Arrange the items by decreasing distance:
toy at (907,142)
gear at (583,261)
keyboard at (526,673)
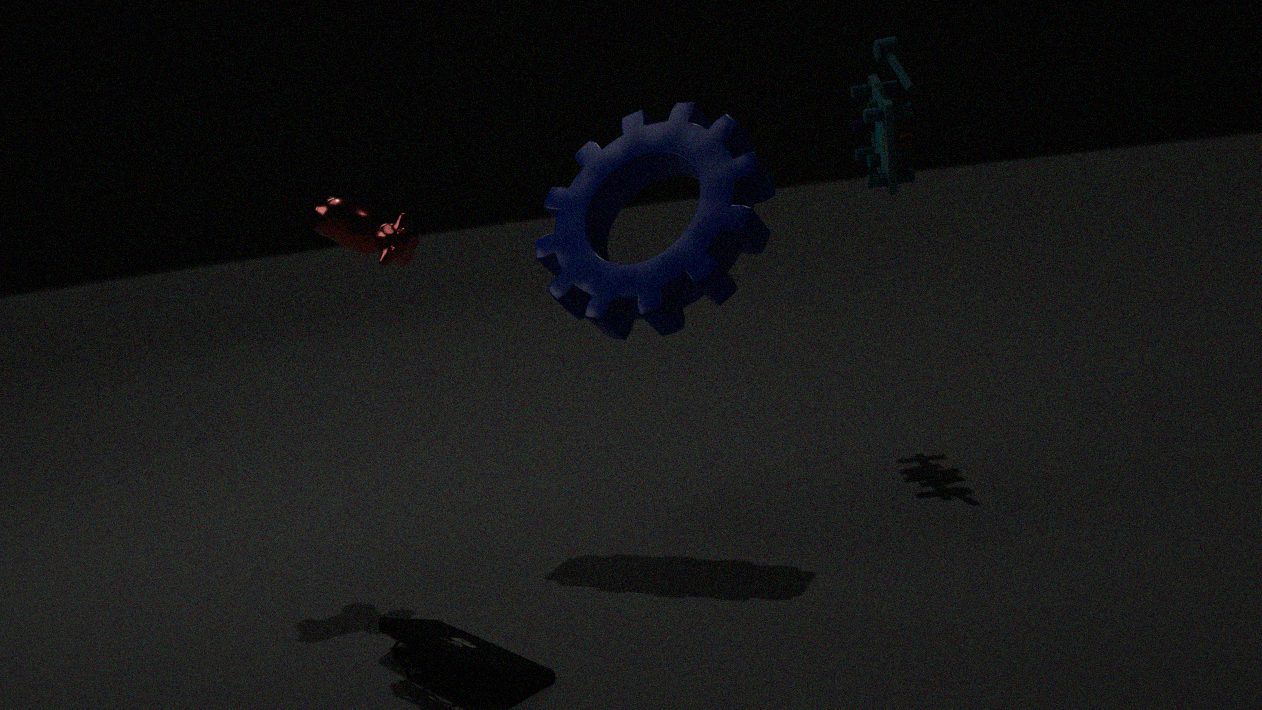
toy at (907,142)
gear at (583,261)
keyboard at (526,673)
